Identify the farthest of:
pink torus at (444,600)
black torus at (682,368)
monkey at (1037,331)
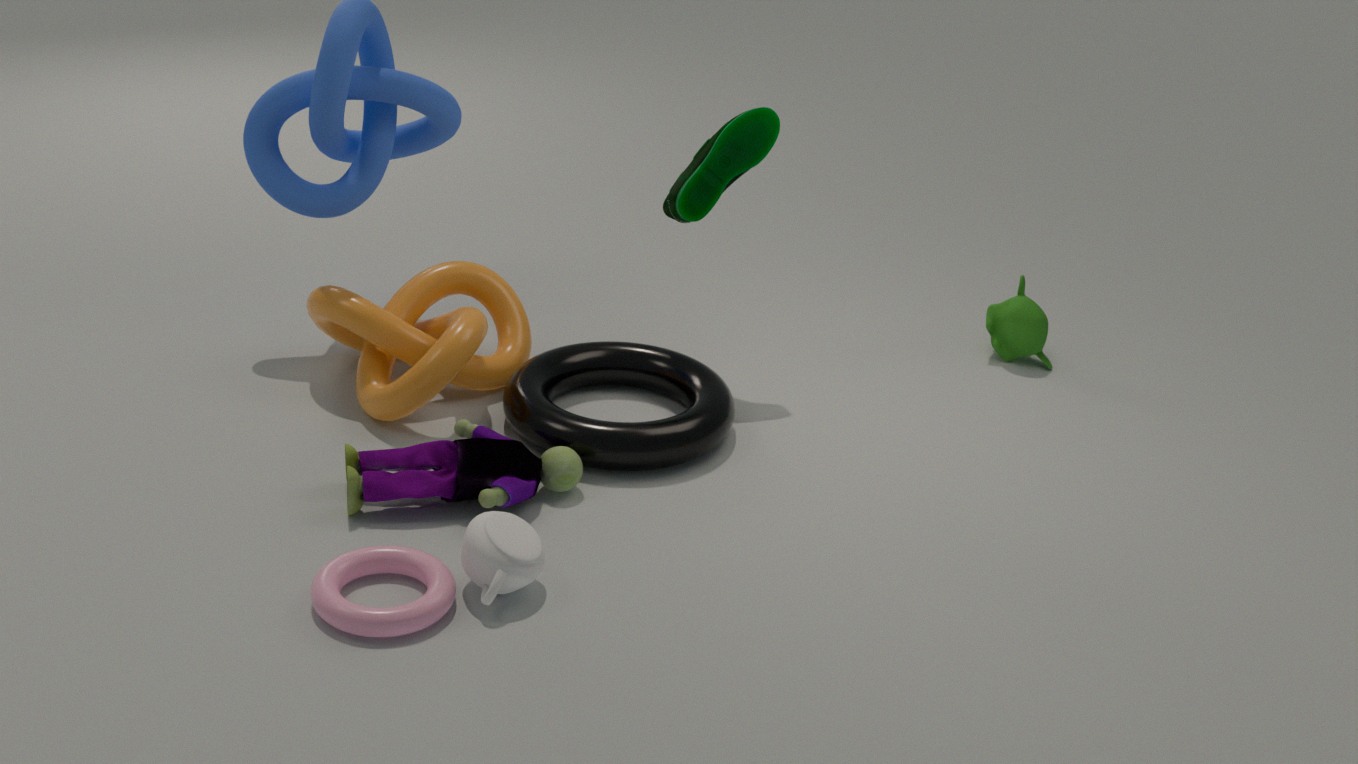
monkey at (1037,331)
